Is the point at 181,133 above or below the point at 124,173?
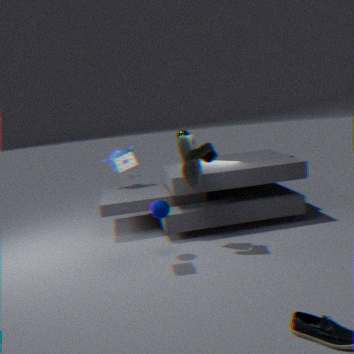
above
